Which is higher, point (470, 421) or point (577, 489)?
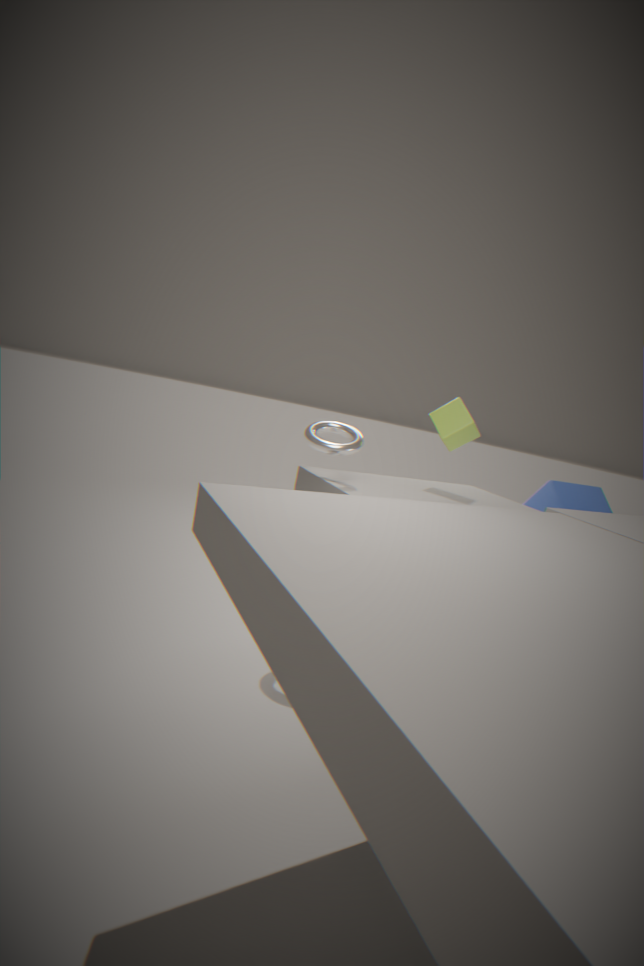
point (470, 421)
